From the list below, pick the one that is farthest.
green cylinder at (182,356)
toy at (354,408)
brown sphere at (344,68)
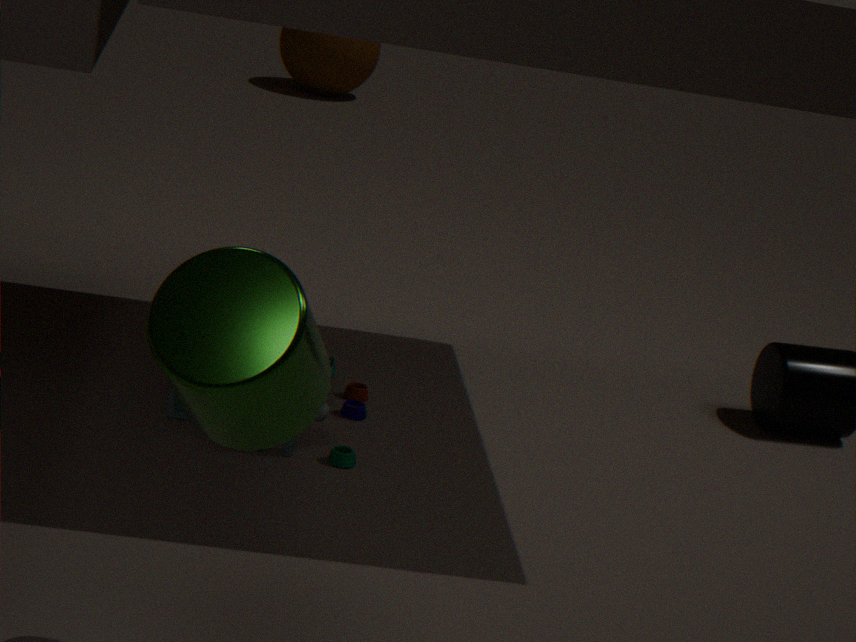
brown sphere at (344,68)
